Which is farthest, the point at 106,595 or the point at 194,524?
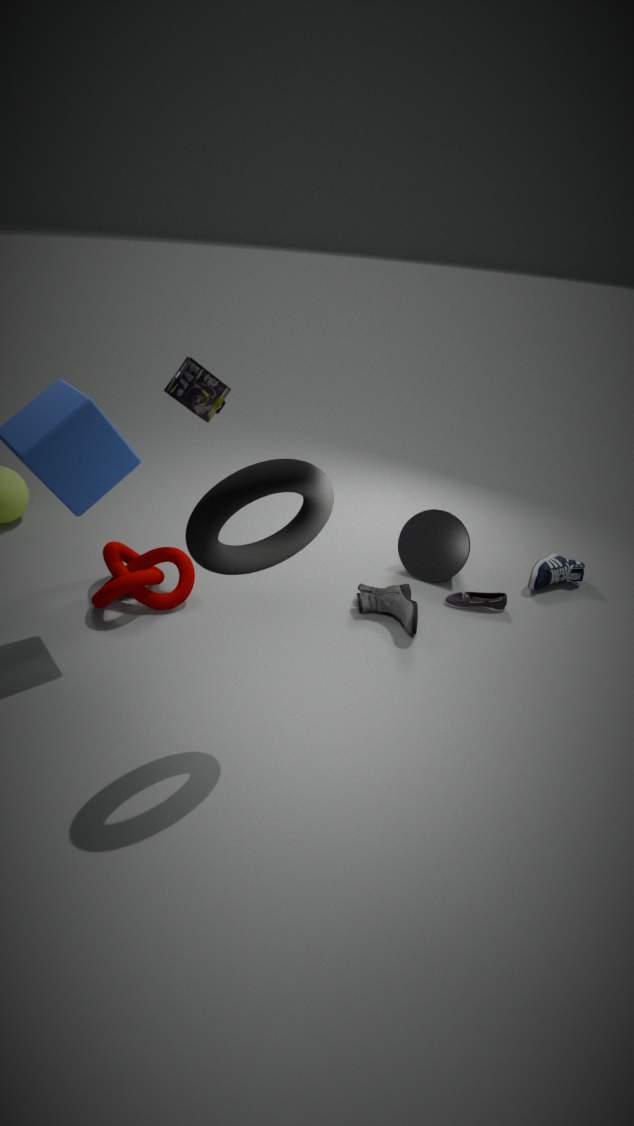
the point at 106,595
